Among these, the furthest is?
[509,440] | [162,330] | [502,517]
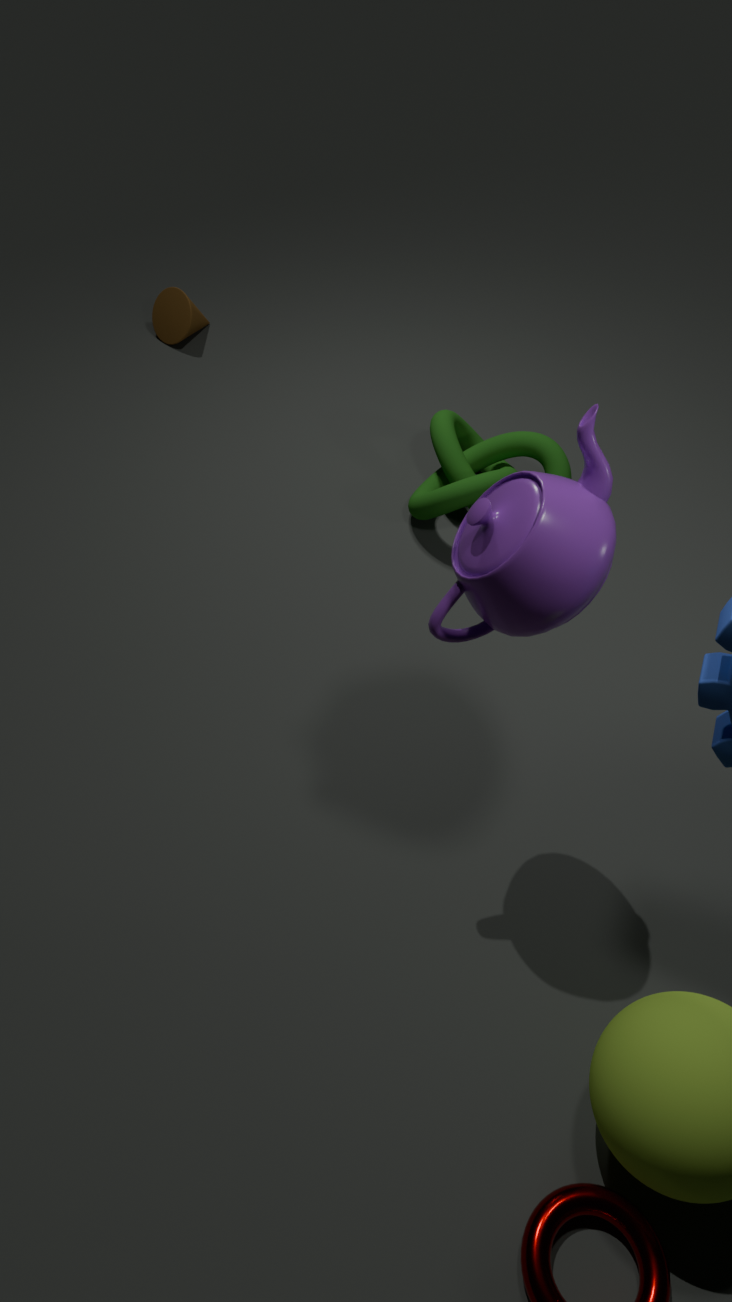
[162,330]
